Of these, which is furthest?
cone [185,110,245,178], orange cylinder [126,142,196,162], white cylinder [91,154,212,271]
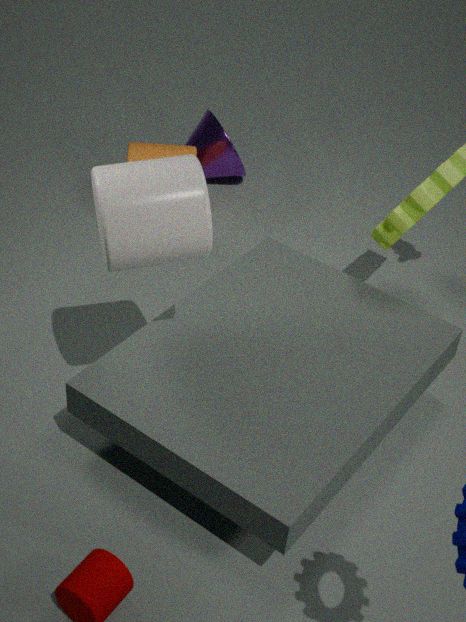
cone [185,110,245,178]
